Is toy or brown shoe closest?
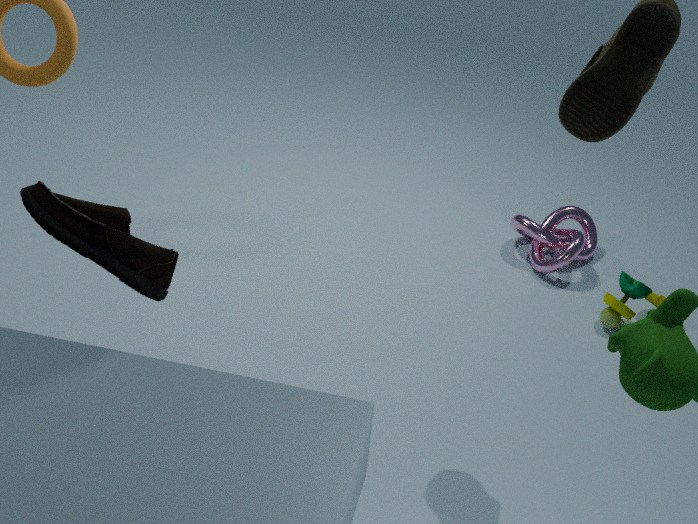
brown shoe
